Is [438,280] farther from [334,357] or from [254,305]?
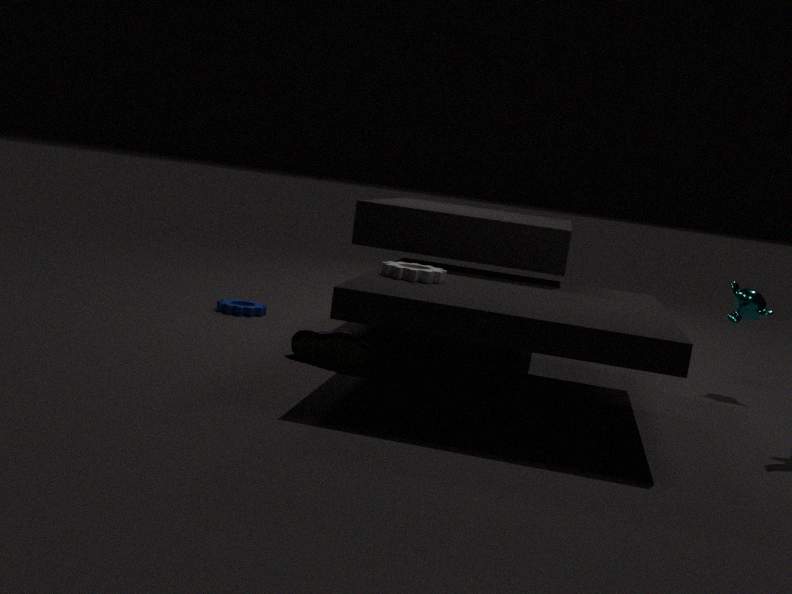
[254,305]
